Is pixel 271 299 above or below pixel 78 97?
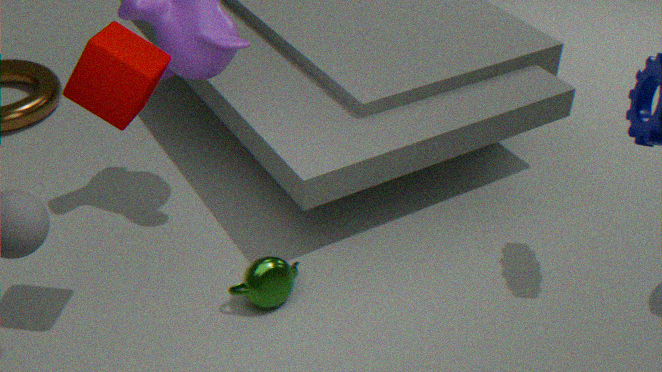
below
